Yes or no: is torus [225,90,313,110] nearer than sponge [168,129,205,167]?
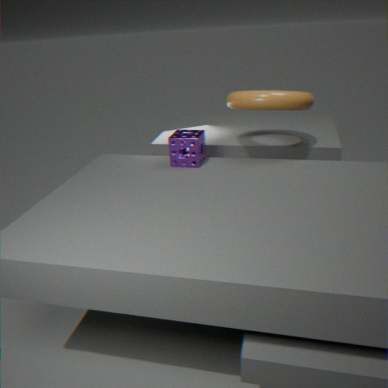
Yes
